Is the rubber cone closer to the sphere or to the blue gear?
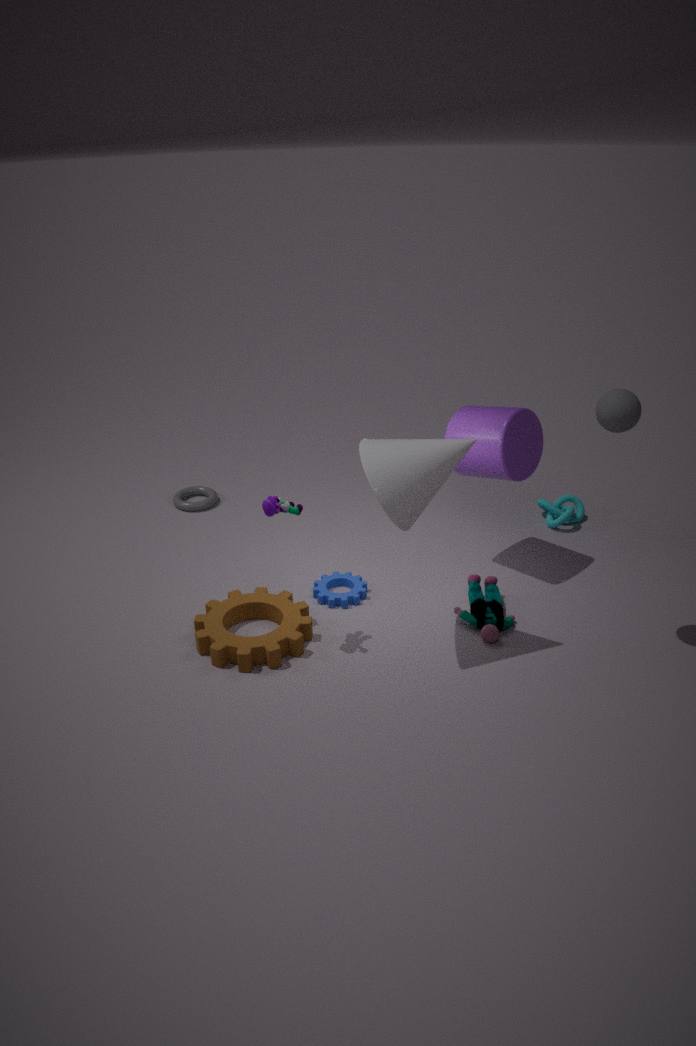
the sphere
